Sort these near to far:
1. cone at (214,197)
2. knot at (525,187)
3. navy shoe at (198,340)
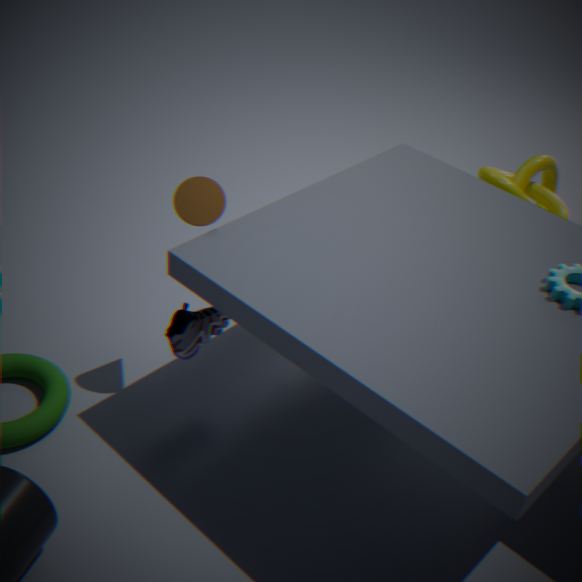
1. cone at (214,197)
2. navy shoe at (198,340)
3. knot at (525,187)
